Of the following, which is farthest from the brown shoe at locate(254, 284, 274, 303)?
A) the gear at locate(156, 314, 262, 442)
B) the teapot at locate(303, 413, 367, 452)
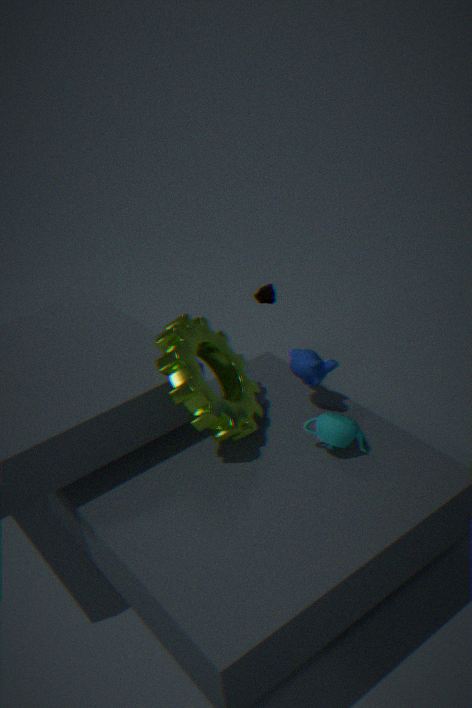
the teapot at locate(303, 413, 367, 452)
